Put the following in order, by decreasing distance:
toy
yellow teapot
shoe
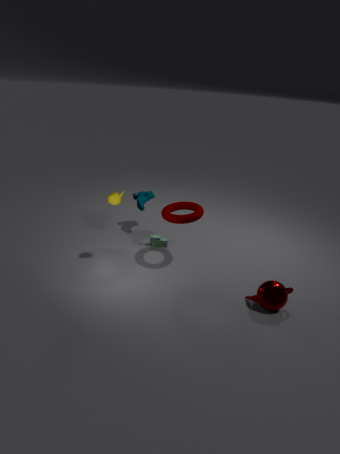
shoe, toy, yellow teapot
